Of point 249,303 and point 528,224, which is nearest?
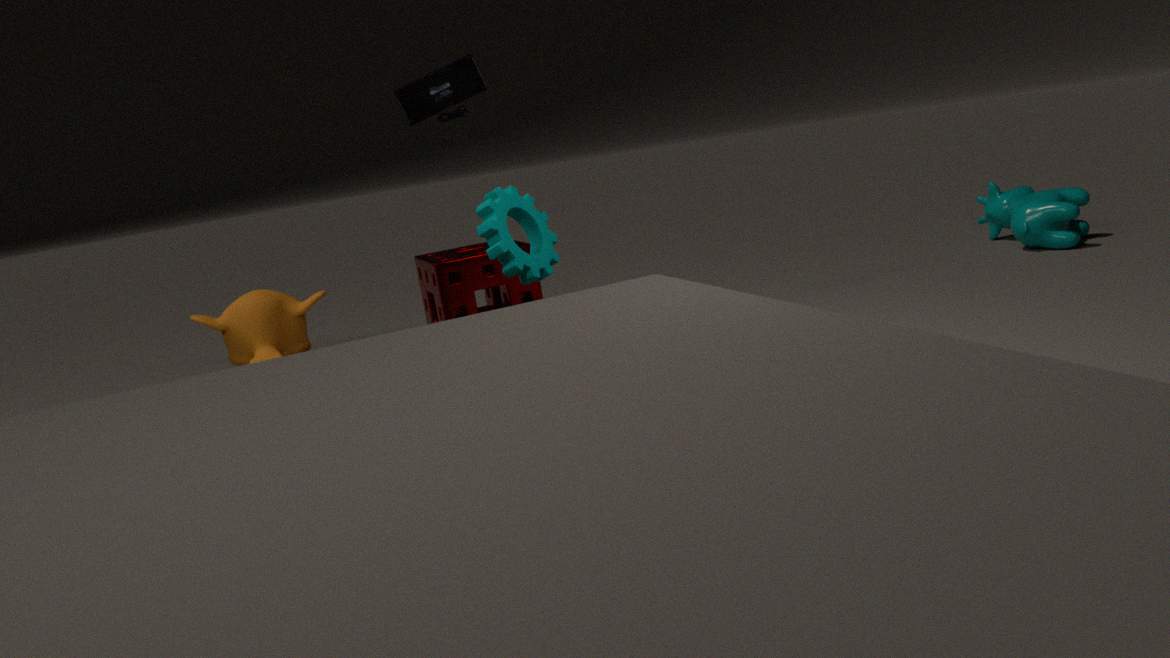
point 528,224
